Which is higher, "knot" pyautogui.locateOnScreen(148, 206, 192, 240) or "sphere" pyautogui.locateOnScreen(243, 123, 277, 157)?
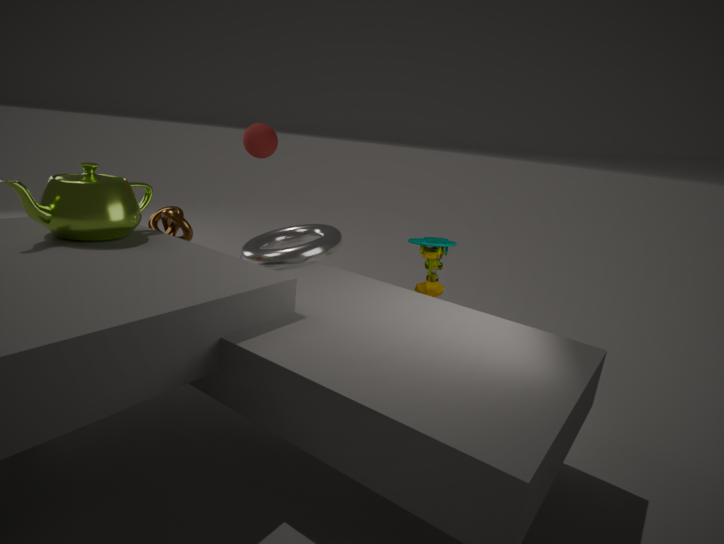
"sphere" pyautogui.locateOnScreen(243, 123, 277, 157)
